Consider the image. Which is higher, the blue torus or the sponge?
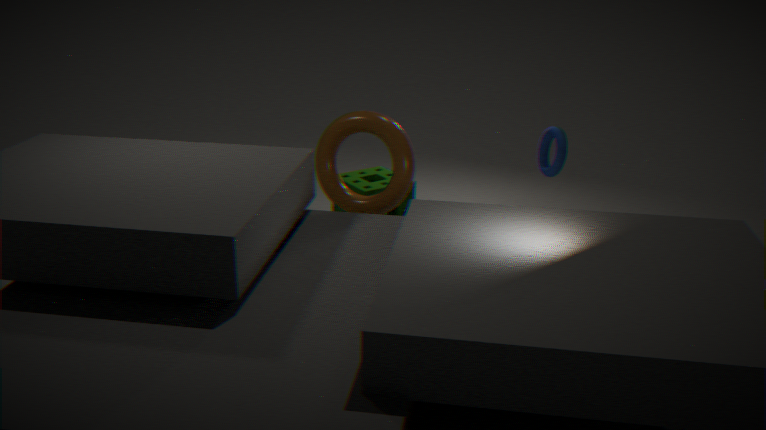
the blue torus
